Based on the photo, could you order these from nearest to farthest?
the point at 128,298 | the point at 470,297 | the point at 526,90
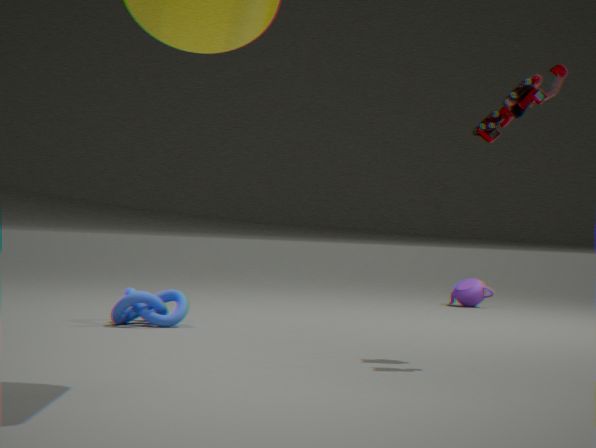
the point at 526,90, the point at 128,298, the point at 470,297
